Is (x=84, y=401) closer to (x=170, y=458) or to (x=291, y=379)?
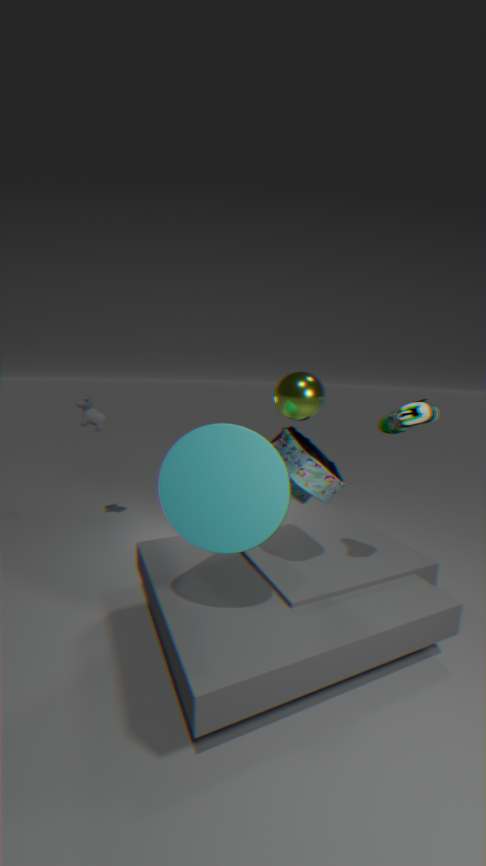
(x=170, y=458)
